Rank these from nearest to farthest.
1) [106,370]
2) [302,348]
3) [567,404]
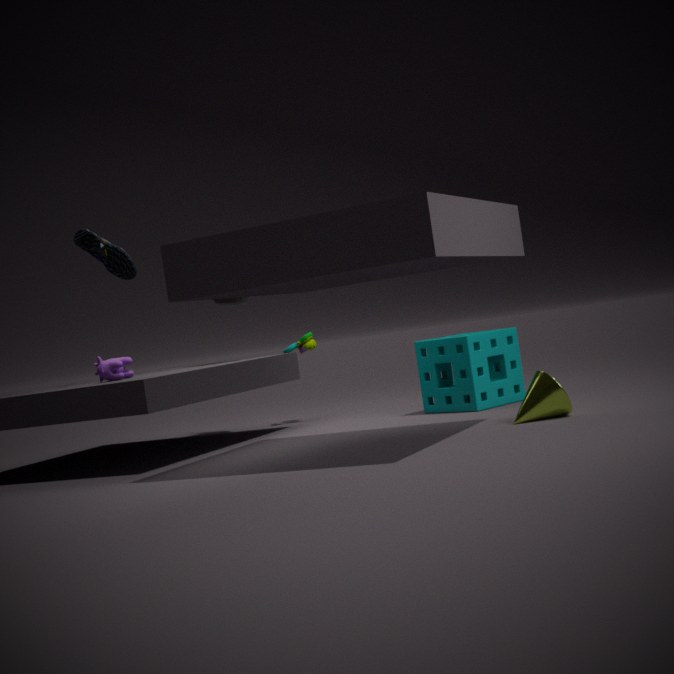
3. [567,404] → 1. [106,370] → 2. [302,348]
